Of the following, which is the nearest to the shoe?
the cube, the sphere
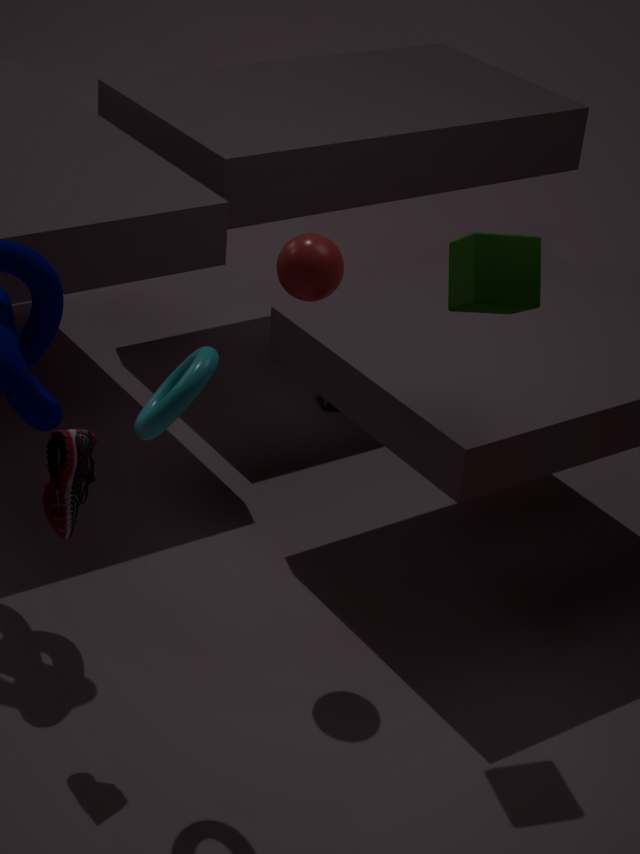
the sphere
